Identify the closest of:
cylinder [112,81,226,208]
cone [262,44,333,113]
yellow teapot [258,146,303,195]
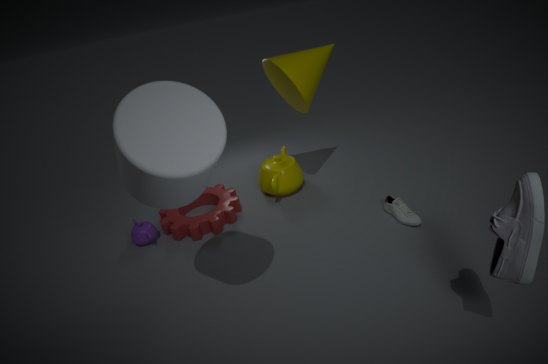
cylinder [112,81,226,208]
